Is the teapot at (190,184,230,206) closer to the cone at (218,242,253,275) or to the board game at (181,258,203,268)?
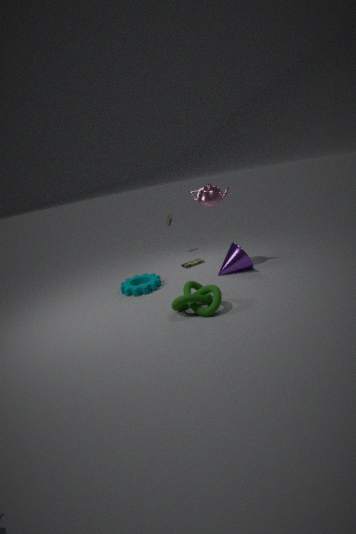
the cone at (218,242,253,275)
